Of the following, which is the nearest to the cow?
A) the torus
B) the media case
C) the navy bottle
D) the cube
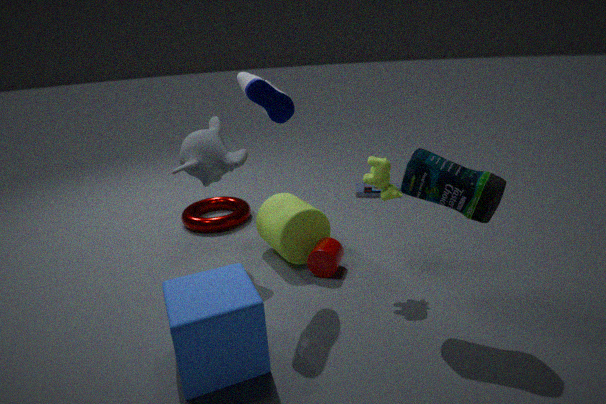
the navy bottle
